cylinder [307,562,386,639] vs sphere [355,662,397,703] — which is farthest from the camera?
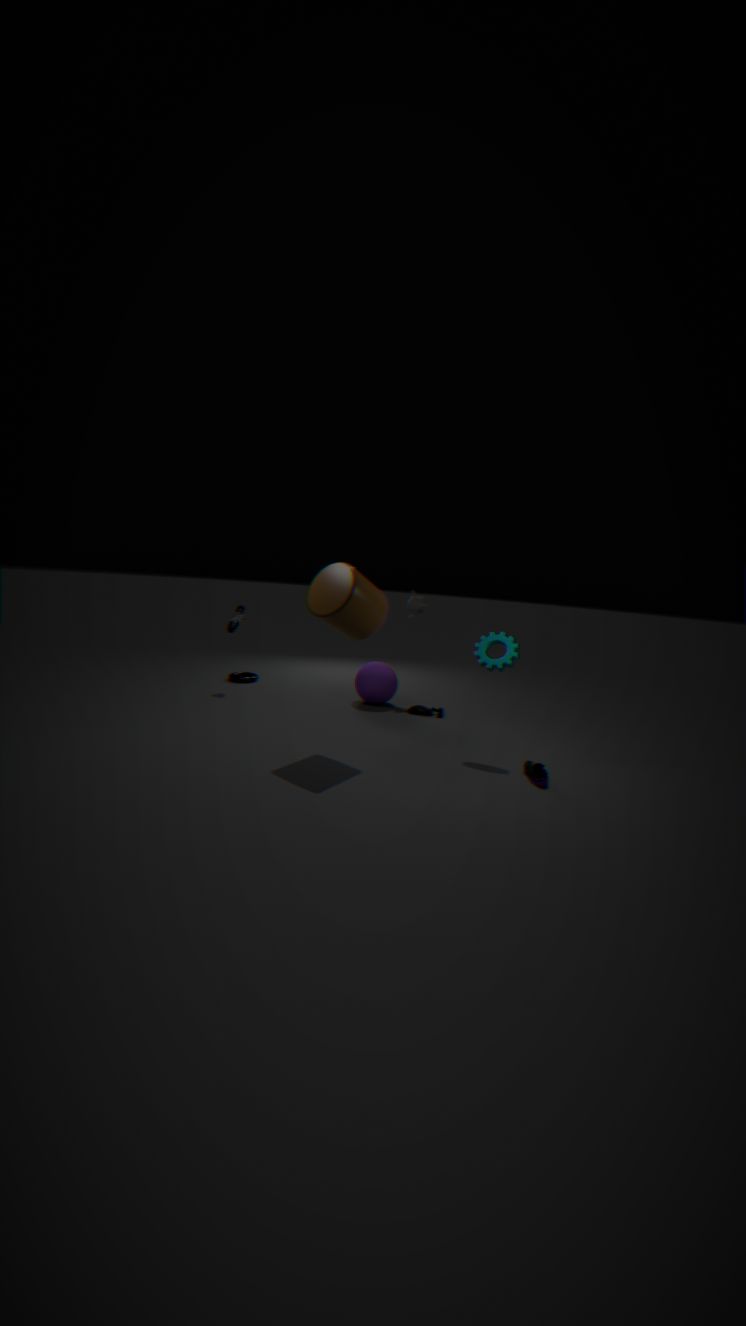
sphere [355,662,397,703]
